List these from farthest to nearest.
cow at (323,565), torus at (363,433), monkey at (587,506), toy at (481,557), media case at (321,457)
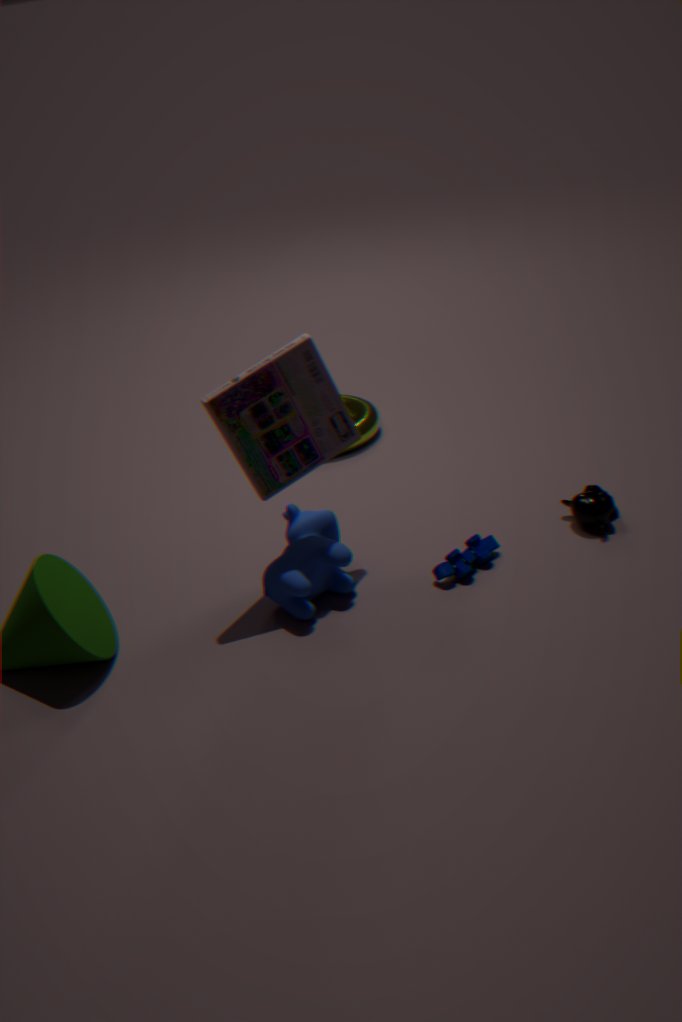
torus at (363,433)
monkey at (587,506)
toy at (481,557)
cow at (323,565)
media case at (321,457)
